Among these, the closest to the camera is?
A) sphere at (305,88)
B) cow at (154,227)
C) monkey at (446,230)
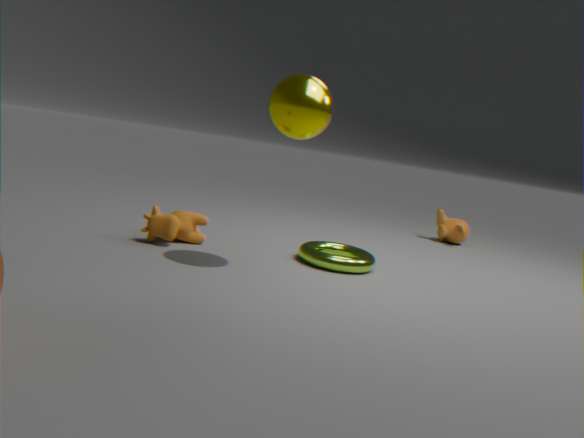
Result: sphere at (305,88)
